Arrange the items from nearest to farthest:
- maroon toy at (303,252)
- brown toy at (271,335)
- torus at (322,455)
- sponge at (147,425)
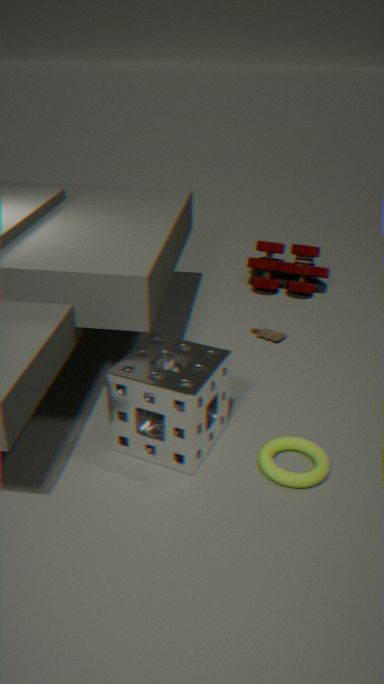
sponge at (147,425), torus at (322,455), brown toy at (271,335), maroon toy at (303,252)
